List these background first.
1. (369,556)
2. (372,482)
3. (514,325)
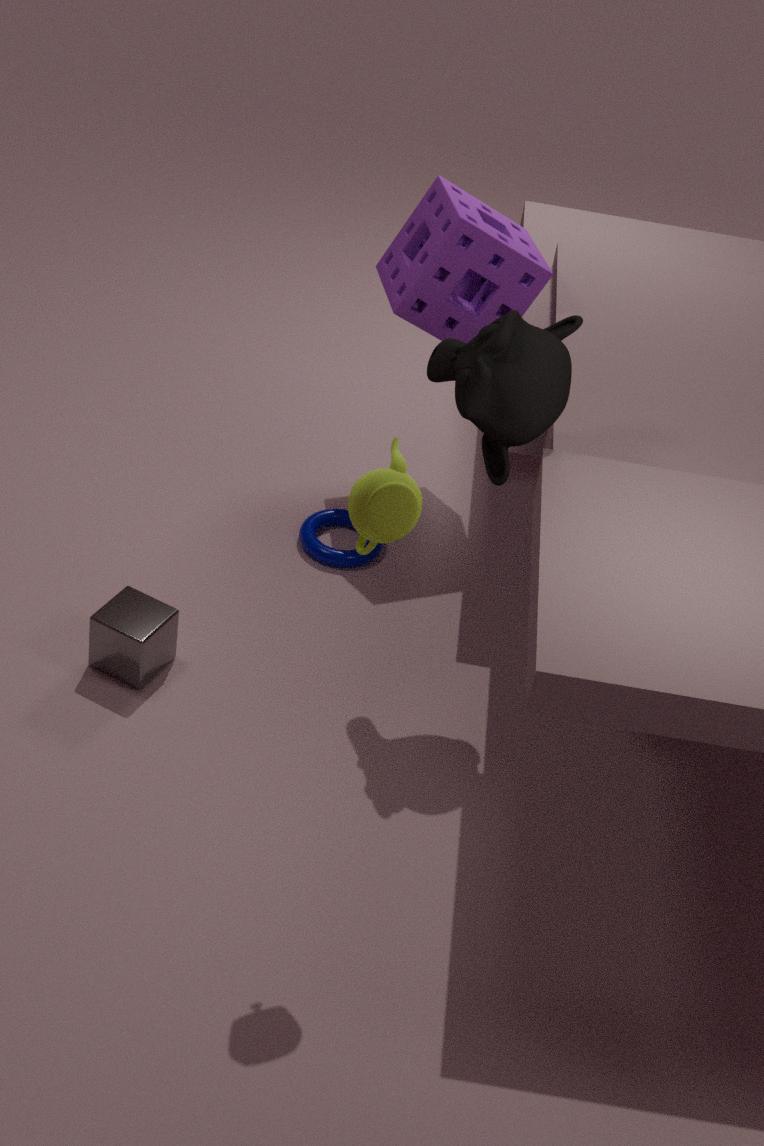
(369,556), (514,325), (372,482)
